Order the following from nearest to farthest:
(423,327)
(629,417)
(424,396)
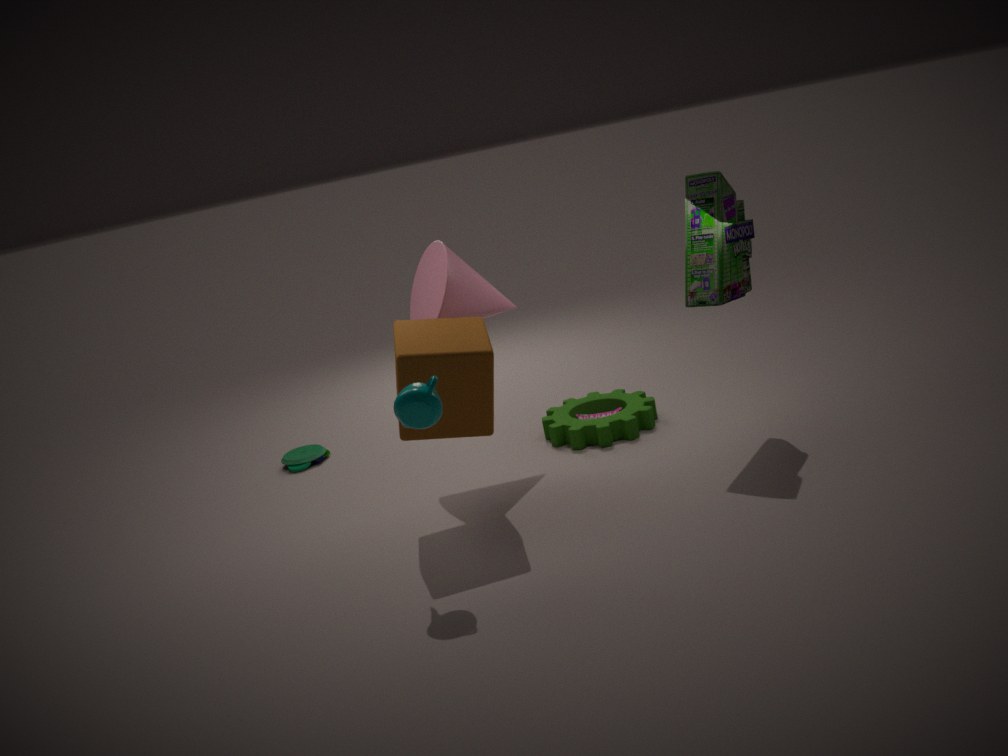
1. (424,396)
2. (423,327)
3. (629,417)
